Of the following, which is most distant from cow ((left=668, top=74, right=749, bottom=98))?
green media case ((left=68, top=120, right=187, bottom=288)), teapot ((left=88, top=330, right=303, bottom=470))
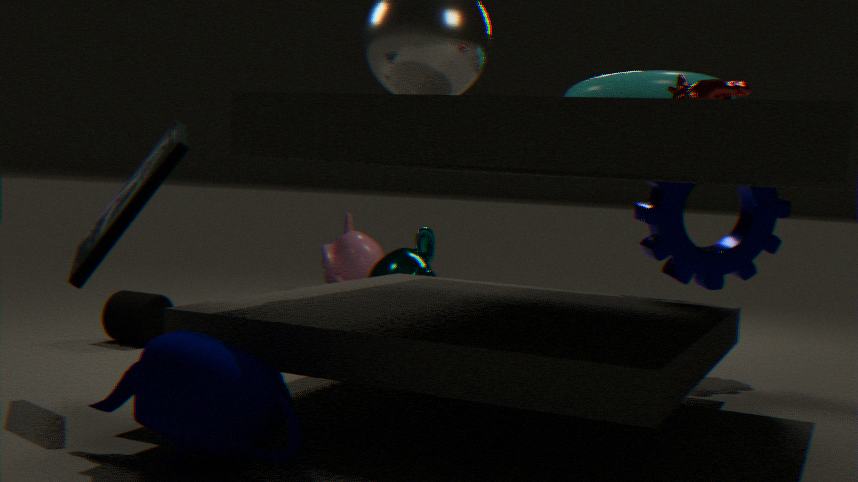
green media case ((left=68, top=120, right=187, bottom=288))
